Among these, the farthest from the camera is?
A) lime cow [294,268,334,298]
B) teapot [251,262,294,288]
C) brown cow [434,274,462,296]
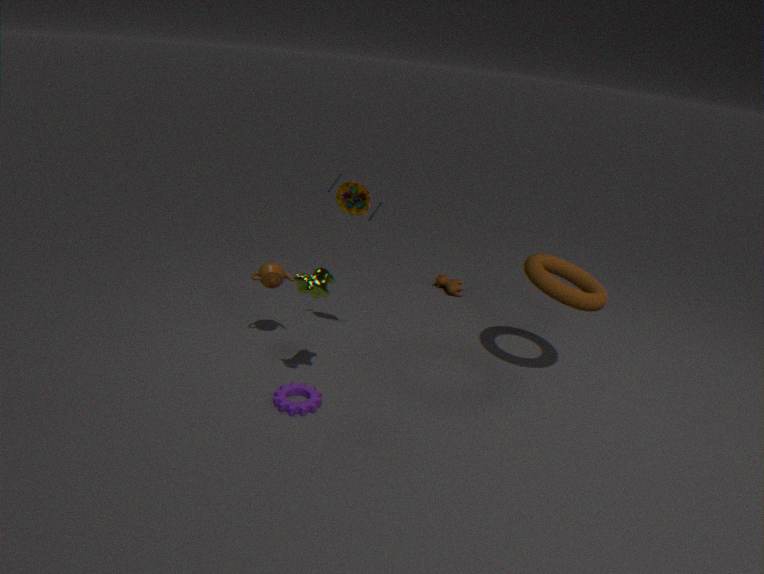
brown cow [434,274,462,296]
